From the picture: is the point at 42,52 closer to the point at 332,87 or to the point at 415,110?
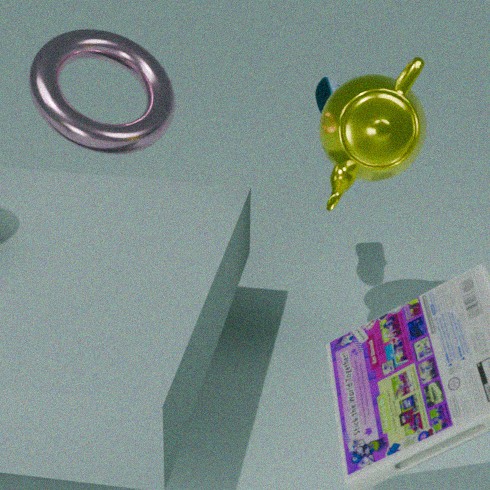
the point at 332,87
